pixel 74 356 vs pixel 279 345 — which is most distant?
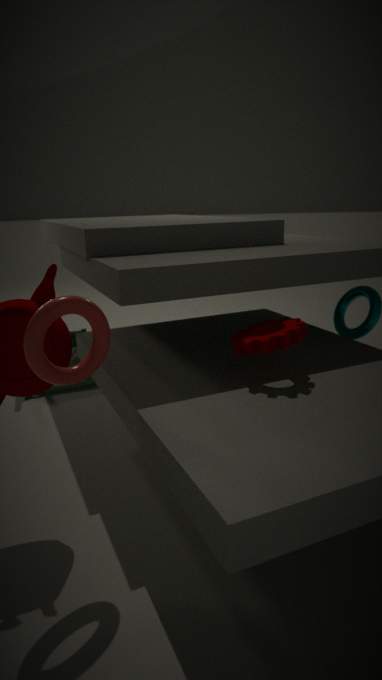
pixel 74 356
